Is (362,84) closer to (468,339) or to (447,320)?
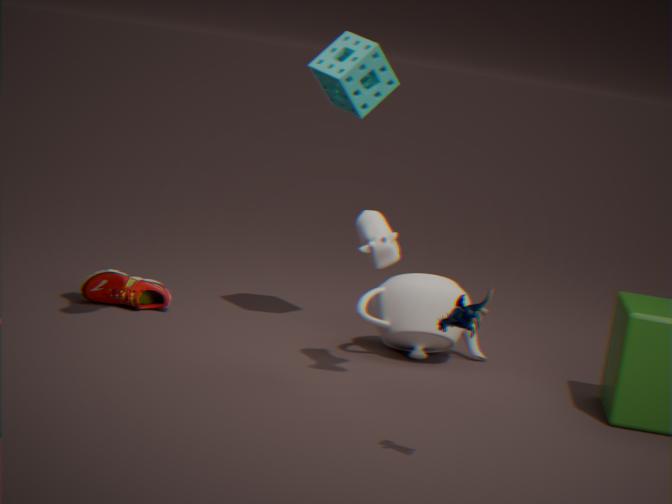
(468,339)
